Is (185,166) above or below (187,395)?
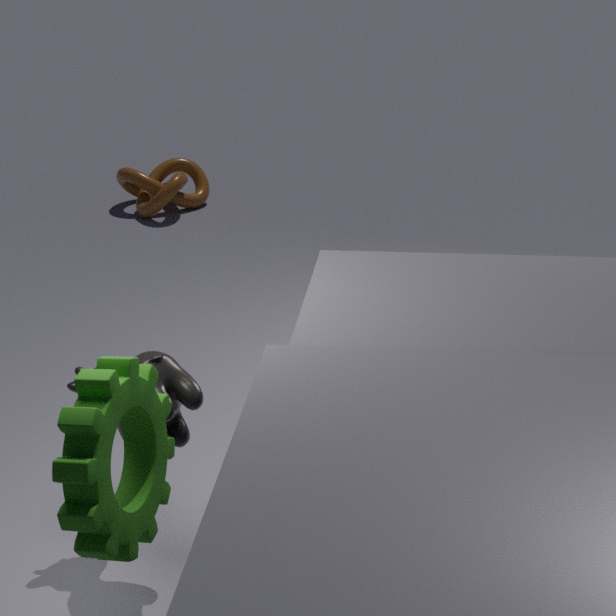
below
